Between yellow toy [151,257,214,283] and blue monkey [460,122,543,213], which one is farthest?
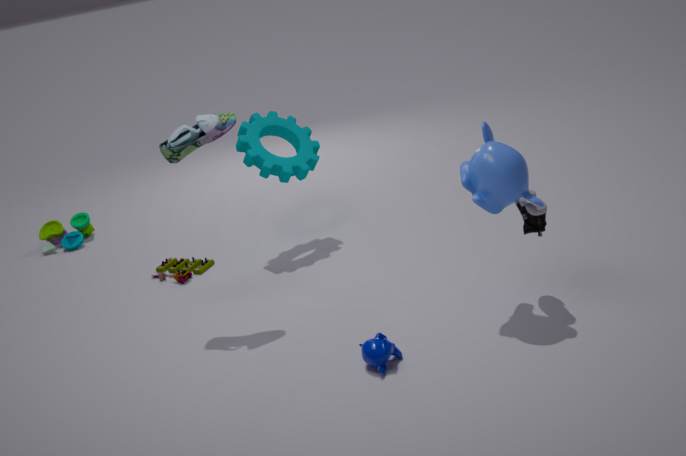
yellow toy [151,257,214,283]
